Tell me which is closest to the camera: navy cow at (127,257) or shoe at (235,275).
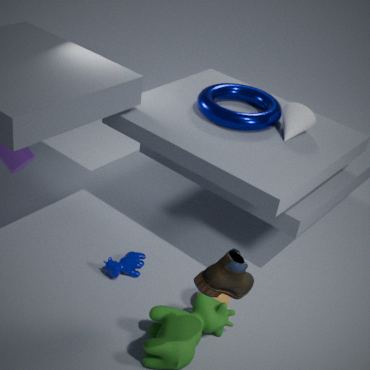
shoe at (235,275)
